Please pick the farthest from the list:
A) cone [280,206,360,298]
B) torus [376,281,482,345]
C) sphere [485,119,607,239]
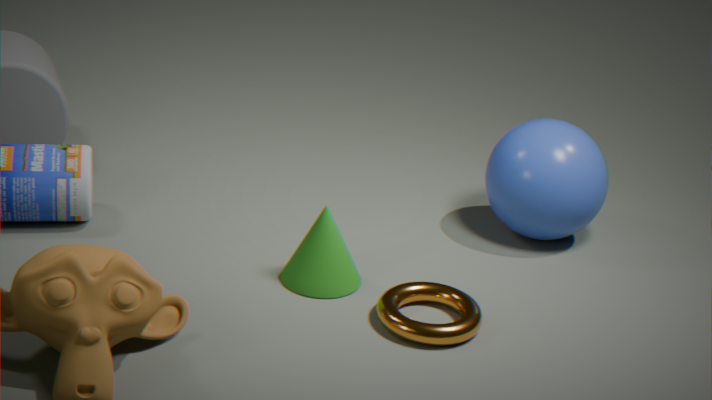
sphere [485,119,607,239]
